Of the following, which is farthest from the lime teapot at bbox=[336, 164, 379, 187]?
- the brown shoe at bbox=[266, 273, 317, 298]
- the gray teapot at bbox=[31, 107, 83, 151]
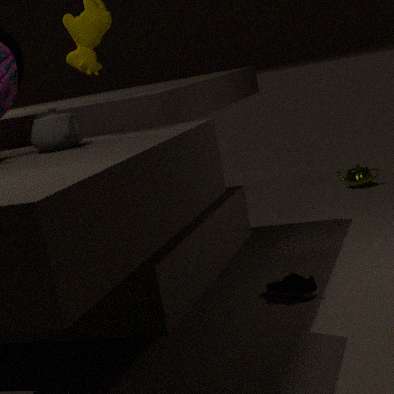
the gray teapot at bbox=[31, 107, 83, 151]
